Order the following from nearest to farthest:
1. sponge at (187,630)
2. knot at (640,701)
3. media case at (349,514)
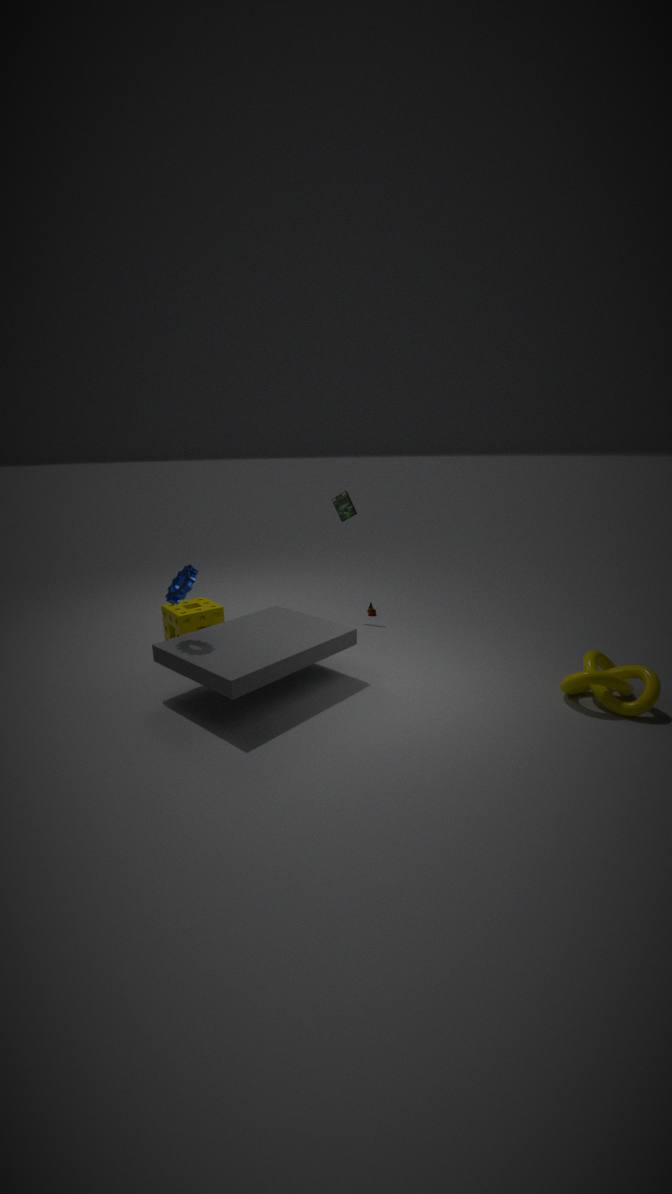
knot at (640,701), sponge at (187,630), media case at (349,514)
